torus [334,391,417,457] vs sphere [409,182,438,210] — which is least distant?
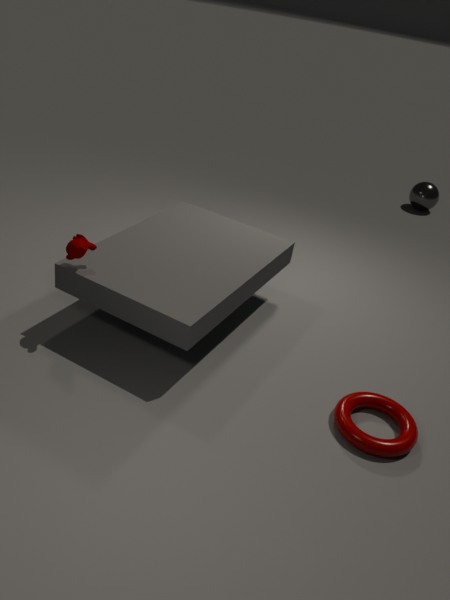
torus [334,391,417,457]
